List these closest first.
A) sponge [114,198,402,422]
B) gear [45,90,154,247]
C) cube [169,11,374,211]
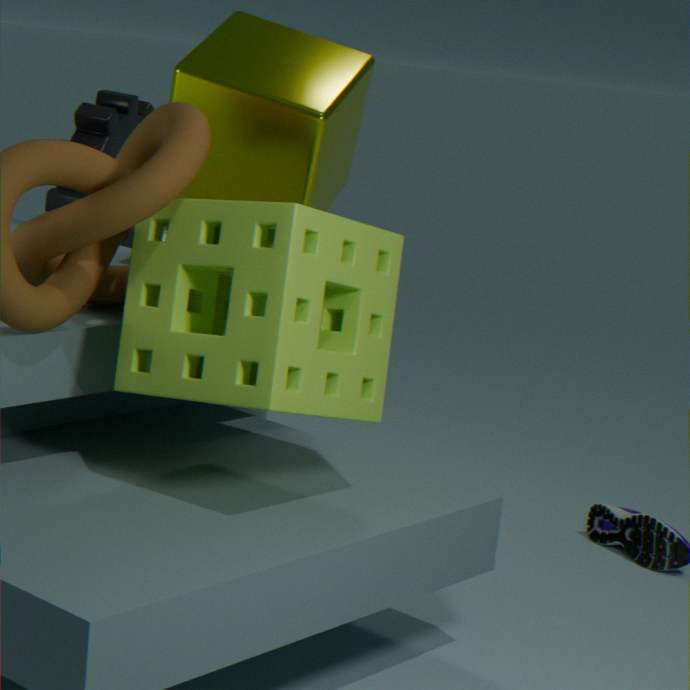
sponge [114,198,402,422]
cube [169,11,374,211]
gear [45,90,154,247]
